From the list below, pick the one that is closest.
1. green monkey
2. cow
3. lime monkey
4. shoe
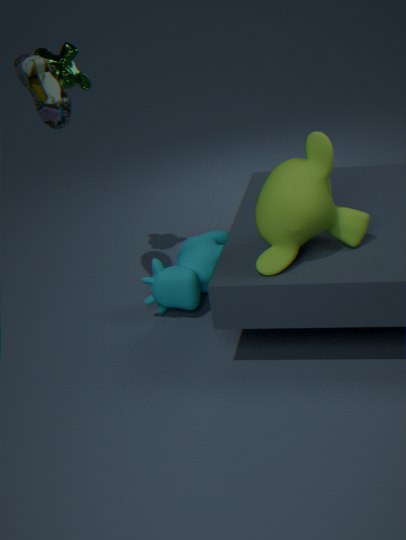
lime monkey
